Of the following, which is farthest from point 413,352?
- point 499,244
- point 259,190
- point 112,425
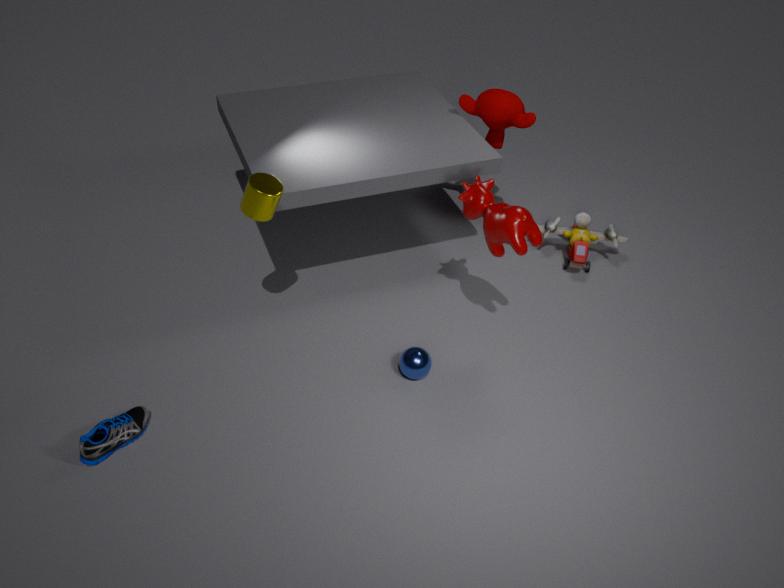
point 112,425
